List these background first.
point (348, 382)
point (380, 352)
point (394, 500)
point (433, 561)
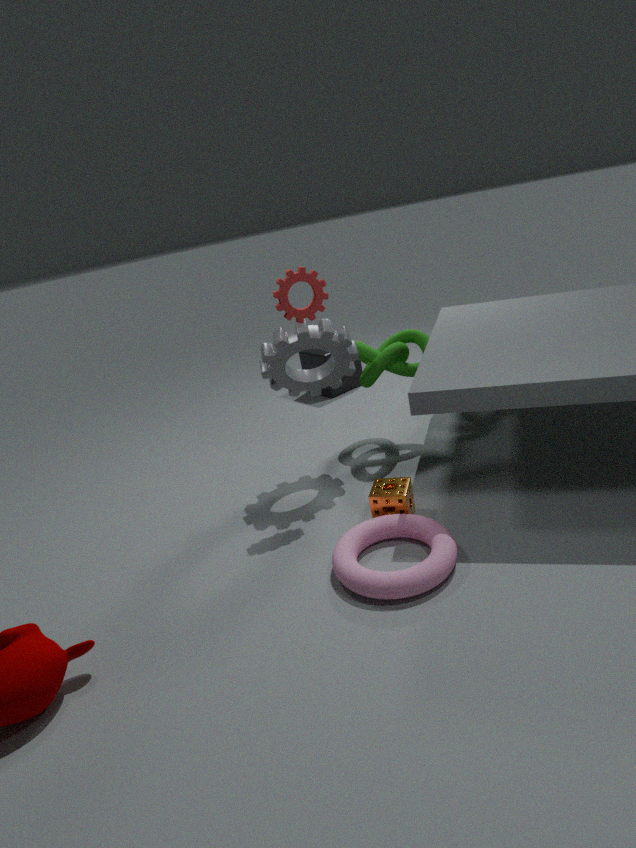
point (348, 382), point (380, 352), point (394, 500), point (433, 561)
